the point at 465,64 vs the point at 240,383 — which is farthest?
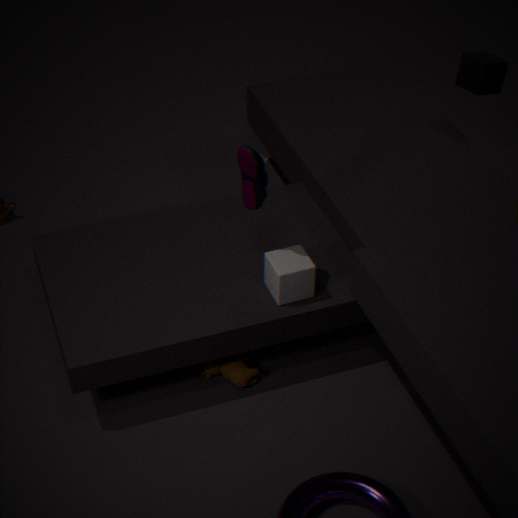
the point at 465,64
